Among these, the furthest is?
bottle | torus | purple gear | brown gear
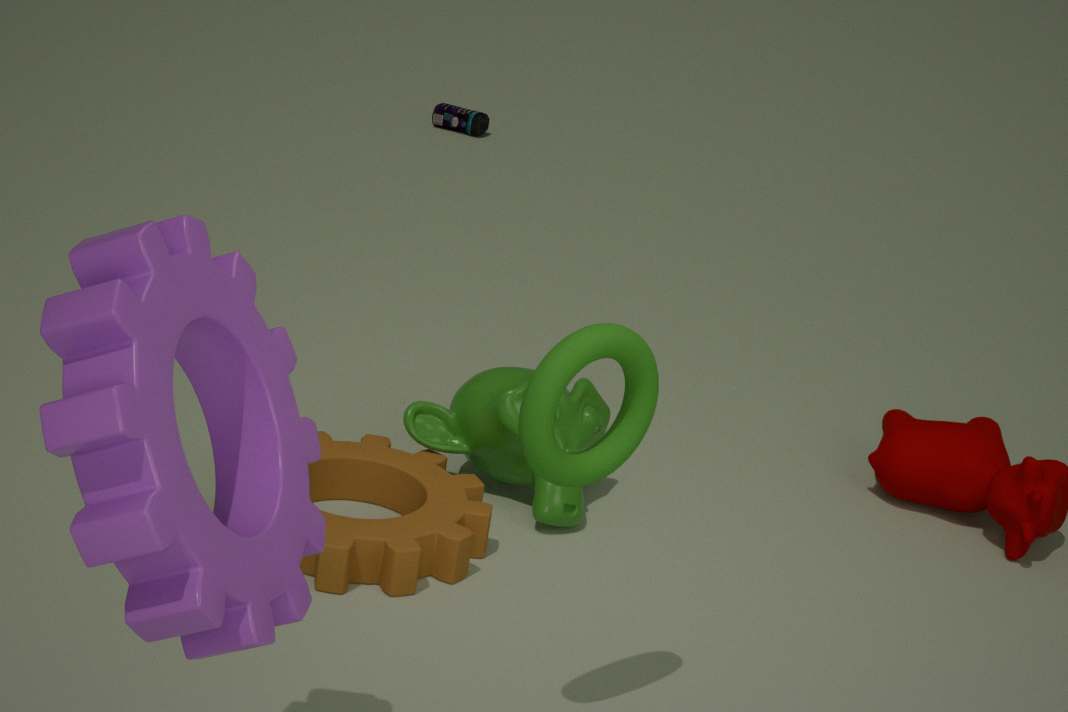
bottle
